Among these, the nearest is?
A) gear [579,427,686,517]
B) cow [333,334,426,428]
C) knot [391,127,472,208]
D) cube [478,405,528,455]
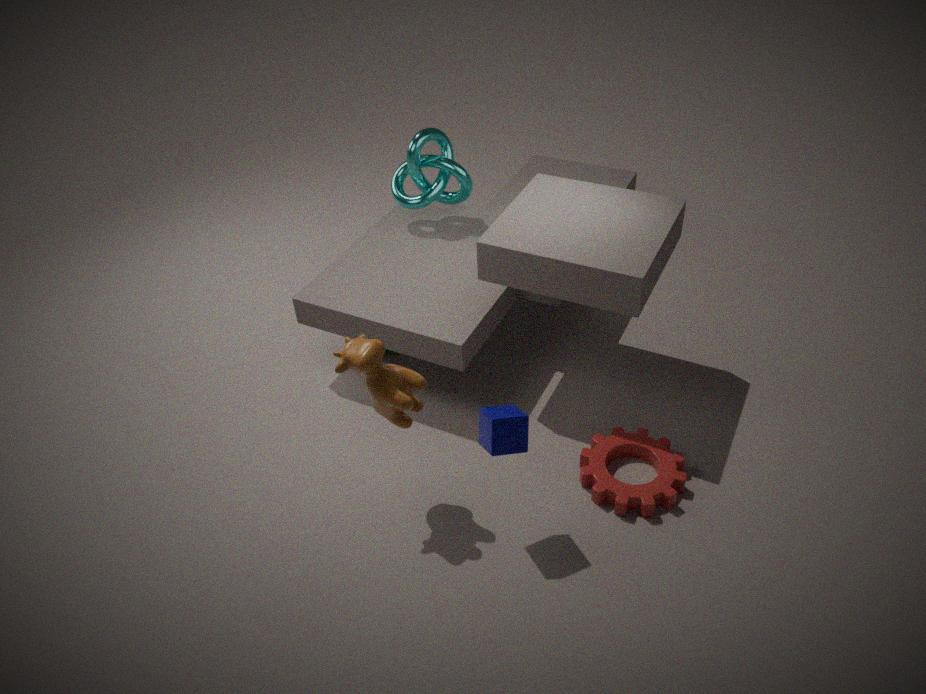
cube [478,405,528,455]
